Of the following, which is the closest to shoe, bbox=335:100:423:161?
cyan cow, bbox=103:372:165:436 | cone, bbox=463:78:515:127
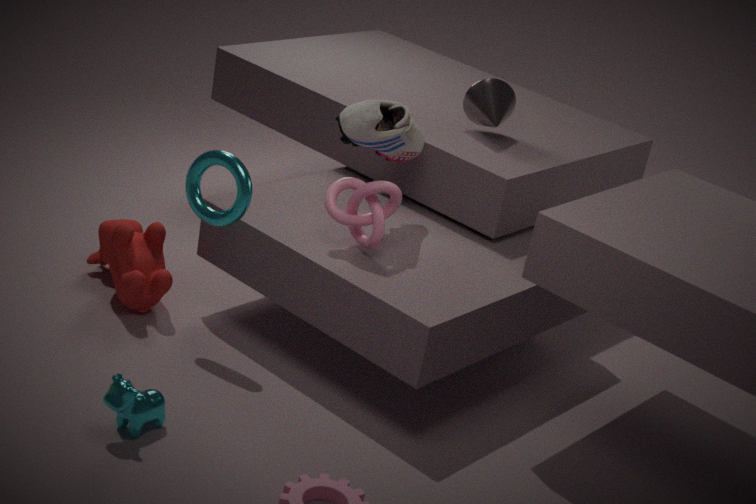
cone, bbox=463:78:515:127
